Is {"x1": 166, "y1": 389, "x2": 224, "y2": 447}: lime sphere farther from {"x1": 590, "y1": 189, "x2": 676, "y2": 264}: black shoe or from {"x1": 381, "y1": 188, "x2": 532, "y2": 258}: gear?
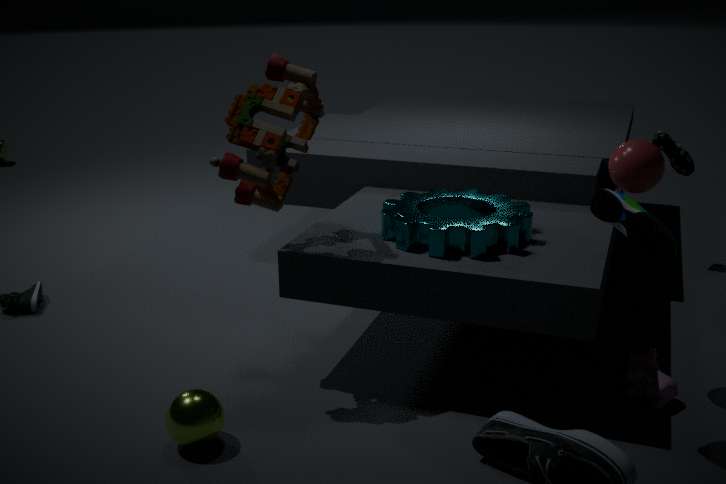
{"x1": 590, "y1": 189, "x2": 676, "y2": 264}: black shoe
